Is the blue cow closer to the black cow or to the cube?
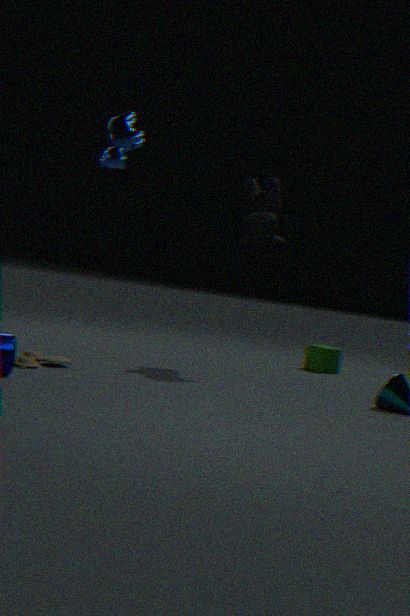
the black cow
